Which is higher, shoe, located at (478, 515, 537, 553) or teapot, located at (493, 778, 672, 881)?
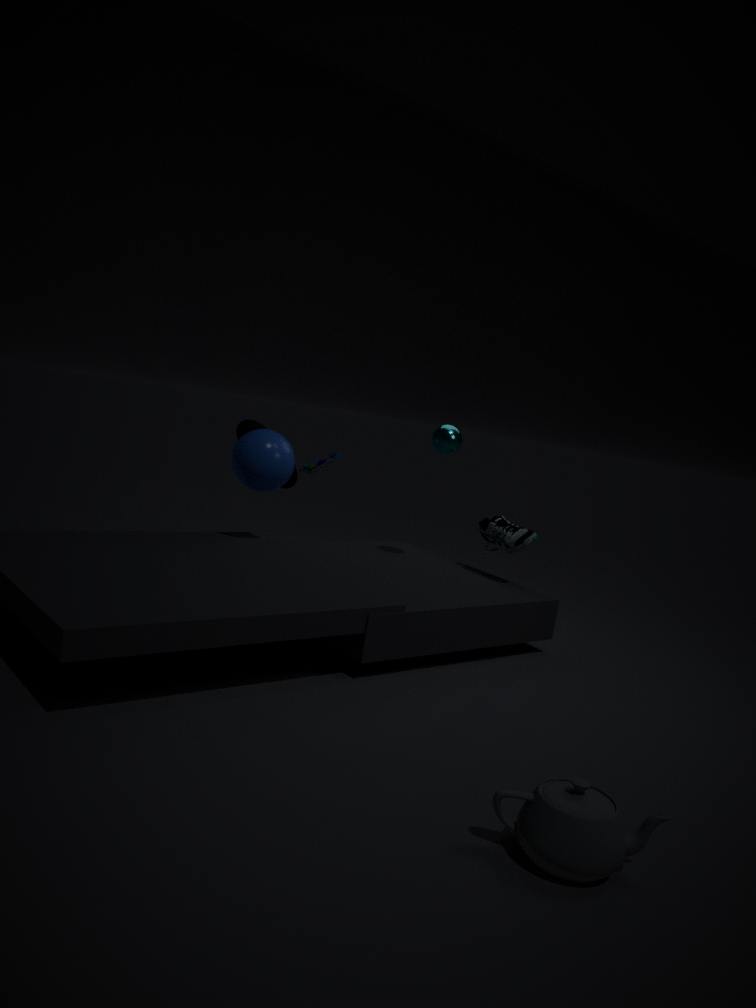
shoe, located at (478, 515, 537, 553)
